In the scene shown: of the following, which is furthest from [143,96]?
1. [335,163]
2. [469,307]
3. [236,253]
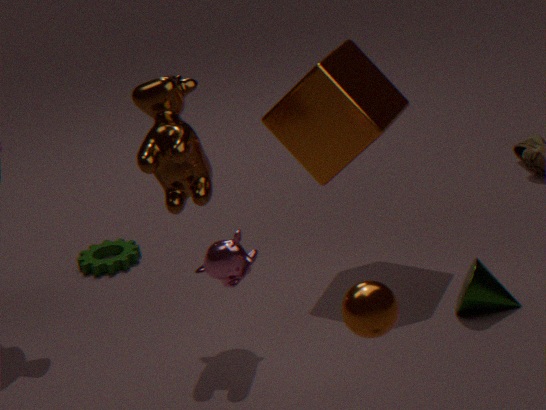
[469,307]
